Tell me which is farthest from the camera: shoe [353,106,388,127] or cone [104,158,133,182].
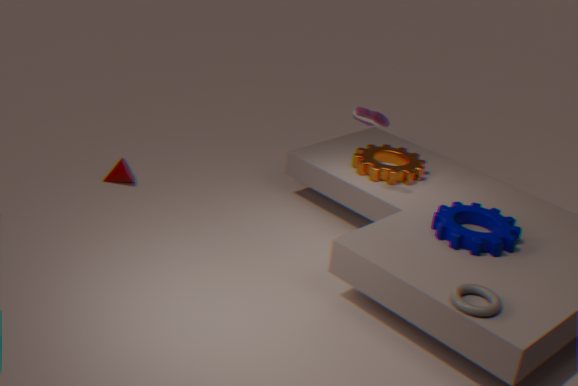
cone [104,158,133,182]
